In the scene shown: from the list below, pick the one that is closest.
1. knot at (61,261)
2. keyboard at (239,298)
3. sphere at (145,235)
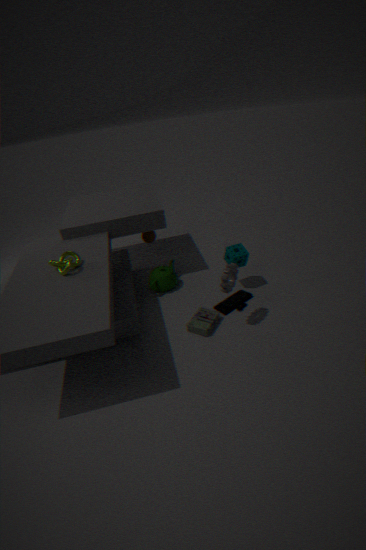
knot at (61,261)
